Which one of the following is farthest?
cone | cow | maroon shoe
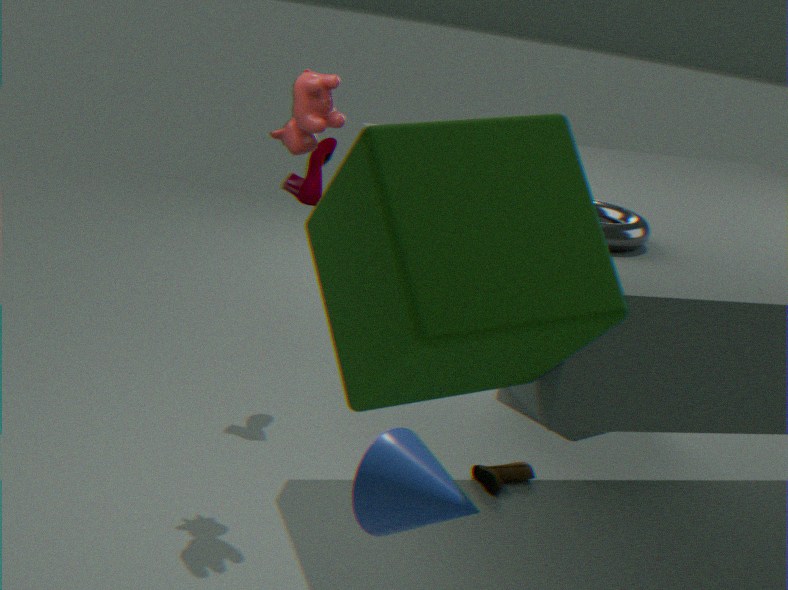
maroon shoe
